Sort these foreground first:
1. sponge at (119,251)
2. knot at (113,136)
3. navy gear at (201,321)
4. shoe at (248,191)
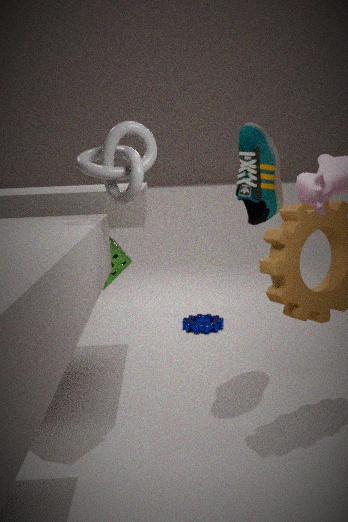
knot at (113,136)
sponge at (119,251)
shoe at (248,191)
navy gear at (201,321)
